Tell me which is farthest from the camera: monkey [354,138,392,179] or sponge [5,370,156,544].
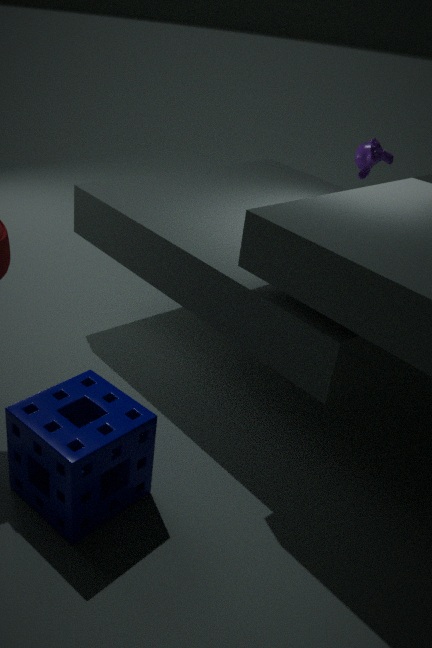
monkey [354,138,392,179]
